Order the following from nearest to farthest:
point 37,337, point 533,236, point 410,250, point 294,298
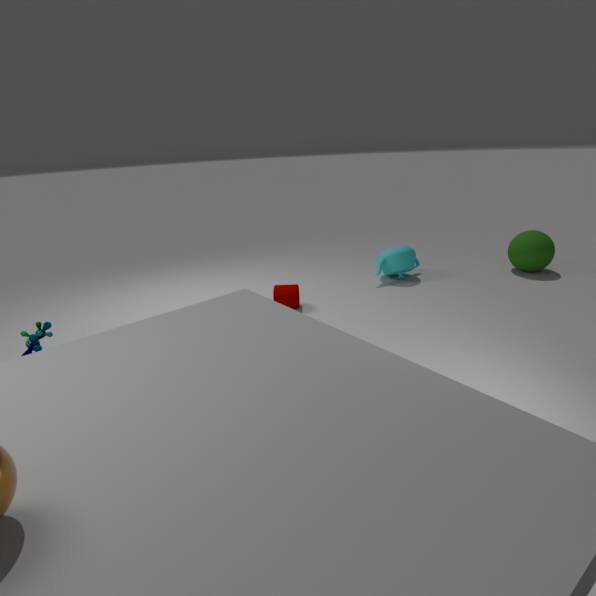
point 37,337, point 294,298, point 533,236, point 410,250
